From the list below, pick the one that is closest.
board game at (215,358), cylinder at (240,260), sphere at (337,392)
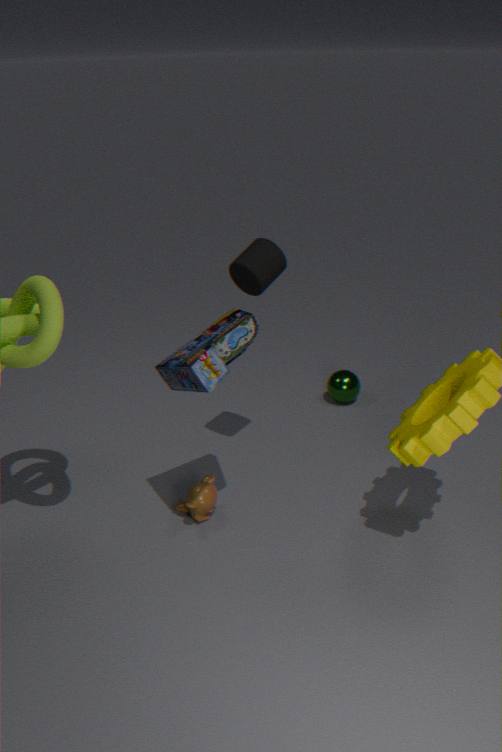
board game at (215,358)
